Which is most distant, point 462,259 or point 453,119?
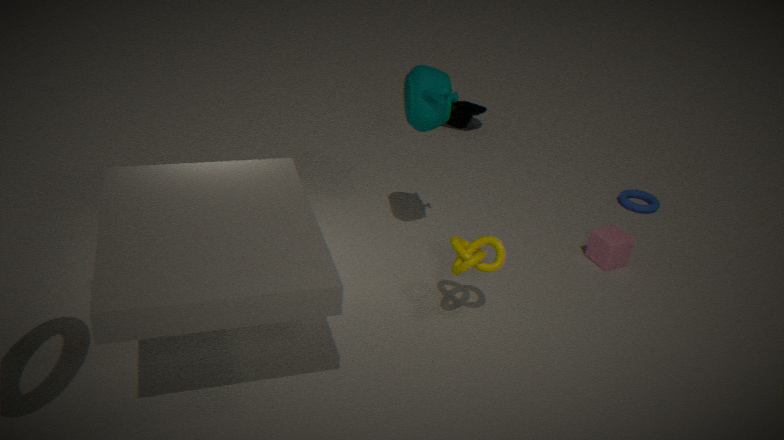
point 453,119
